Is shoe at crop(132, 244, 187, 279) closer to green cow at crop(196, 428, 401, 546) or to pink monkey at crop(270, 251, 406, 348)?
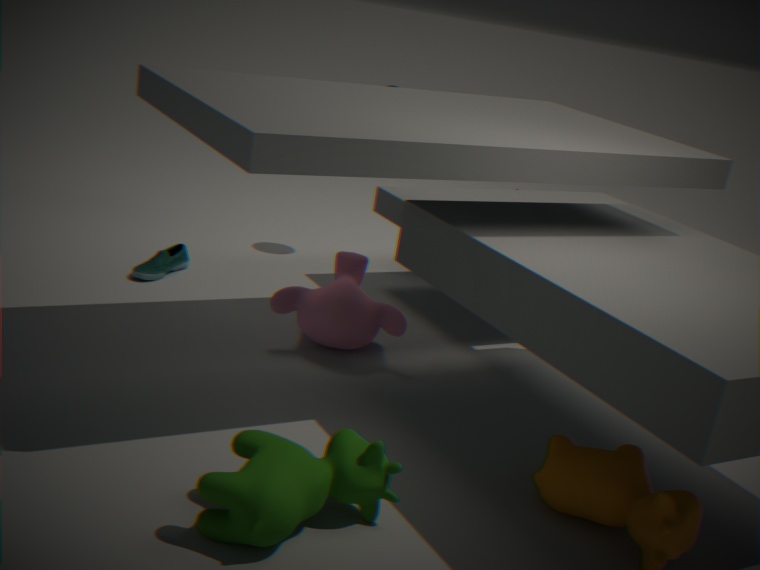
pink monkey at crop(270, 251, 406, 348)
